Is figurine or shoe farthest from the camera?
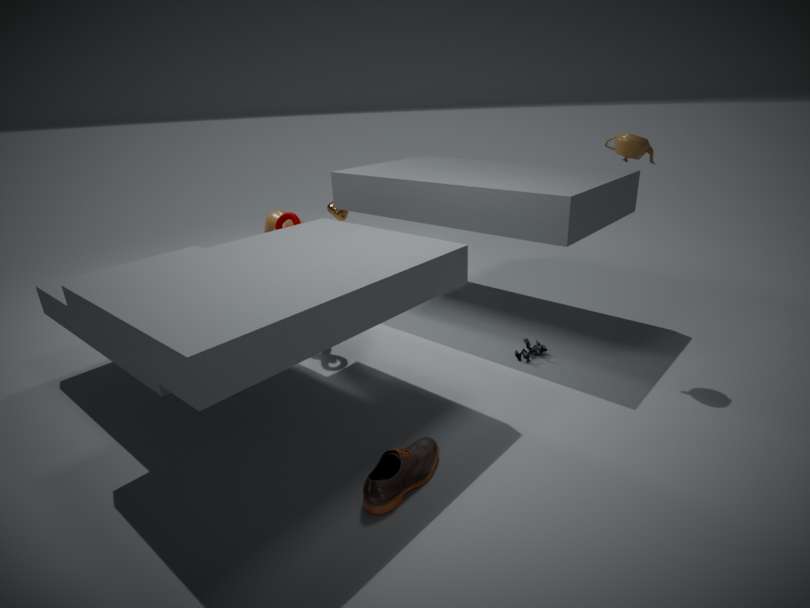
figurine
